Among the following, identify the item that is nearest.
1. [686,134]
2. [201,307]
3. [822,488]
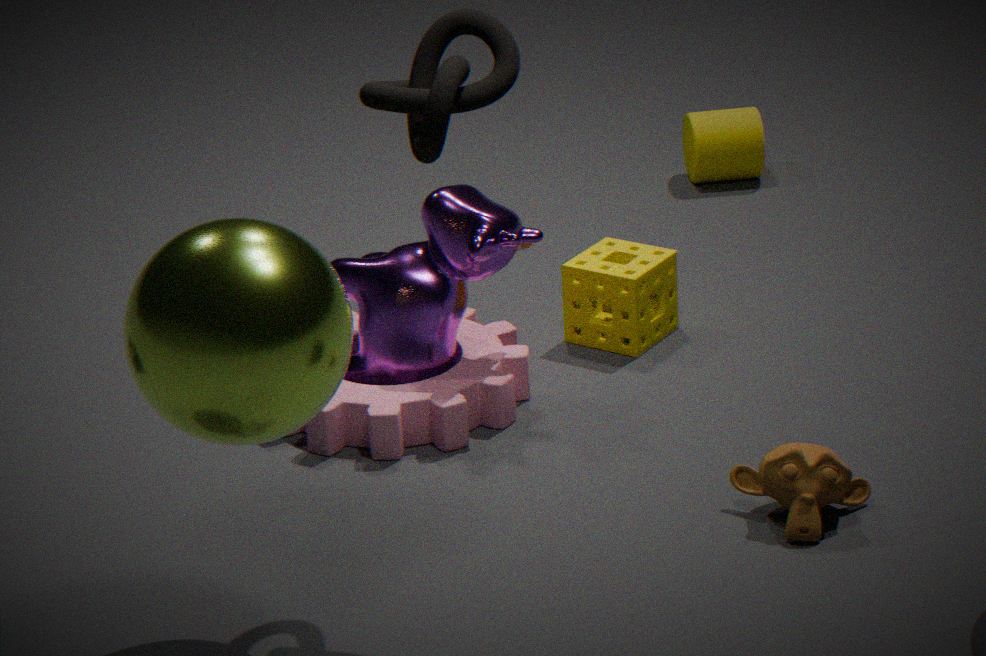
[201,307]
